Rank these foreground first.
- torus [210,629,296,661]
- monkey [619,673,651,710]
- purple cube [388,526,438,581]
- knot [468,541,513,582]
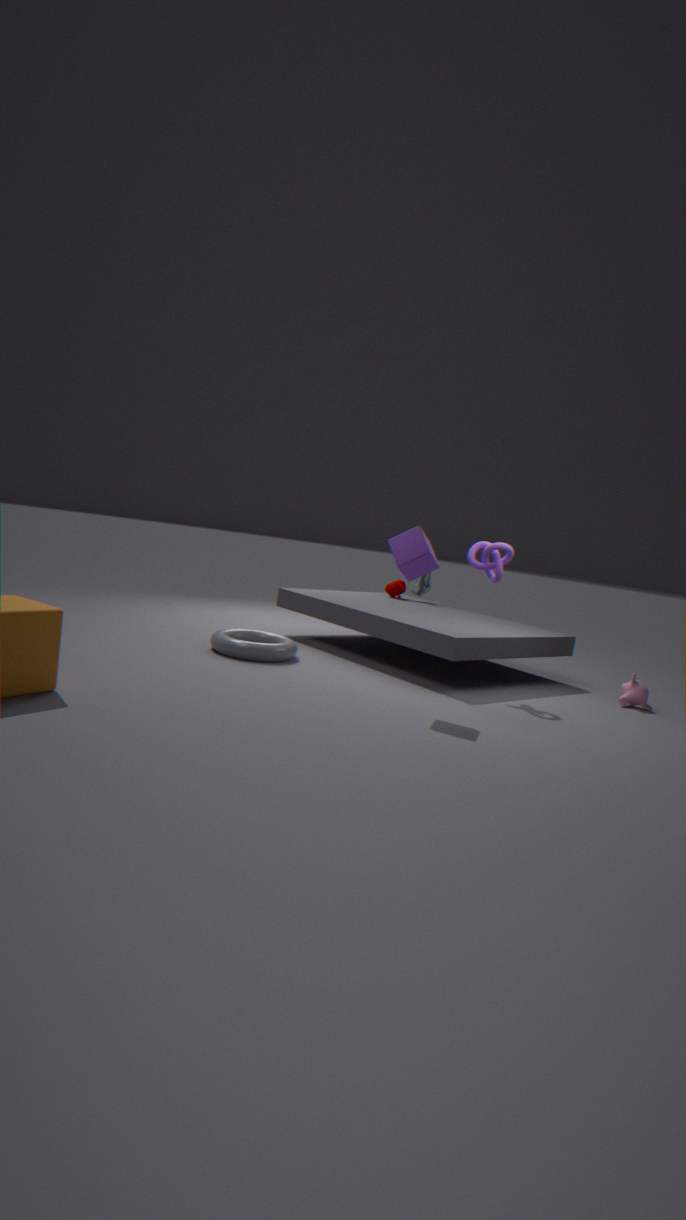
1. purple cube [388,526,438,581]
2. torus [210,629,296,661]
3. knot [468,541,513,582]
4. monkey [619,673,651,710]
